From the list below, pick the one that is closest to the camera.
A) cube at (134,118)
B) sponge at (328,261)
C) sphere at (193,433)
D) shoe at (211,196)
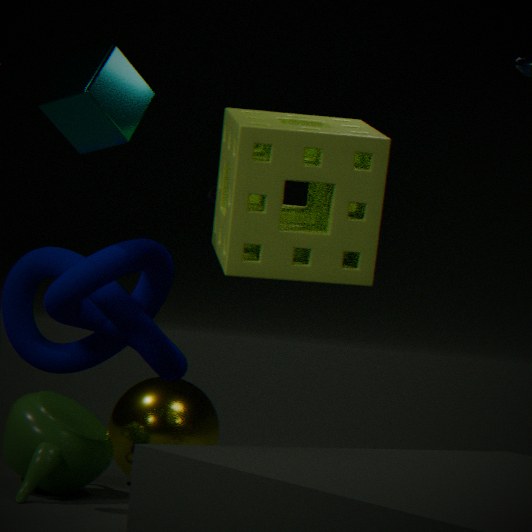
sponge at (328,261)
